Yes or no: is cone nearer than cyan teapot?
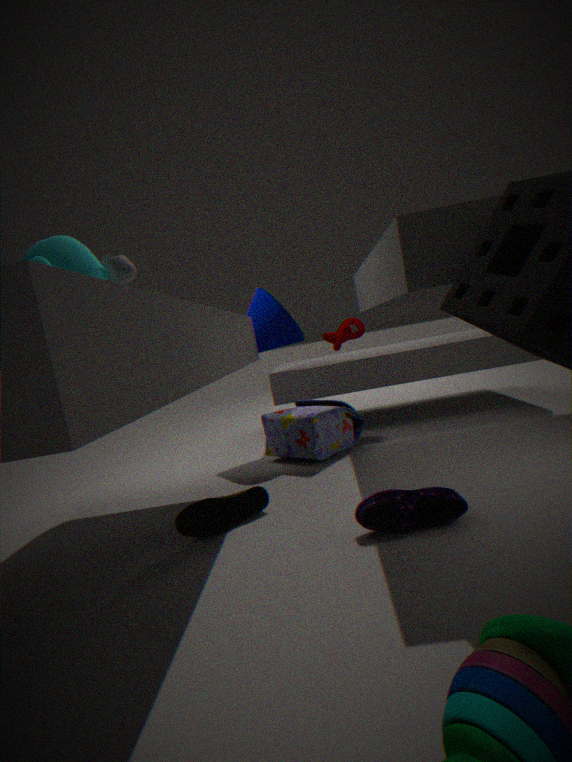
No
